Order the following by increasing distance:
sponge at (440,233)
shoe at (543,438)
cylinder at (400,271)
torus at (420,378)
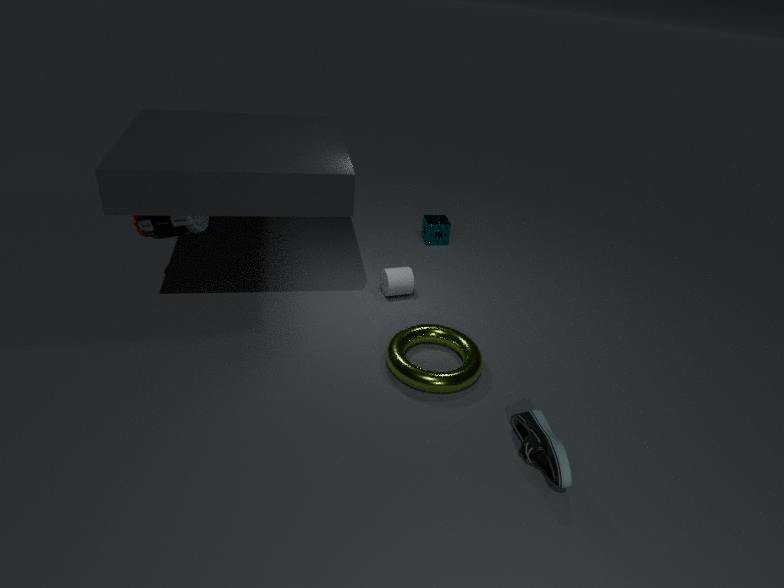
1. shoe at (543,438)
2. torus at (420,378)
3. cylinder at (400,271)
4. sponge at (440,233)
